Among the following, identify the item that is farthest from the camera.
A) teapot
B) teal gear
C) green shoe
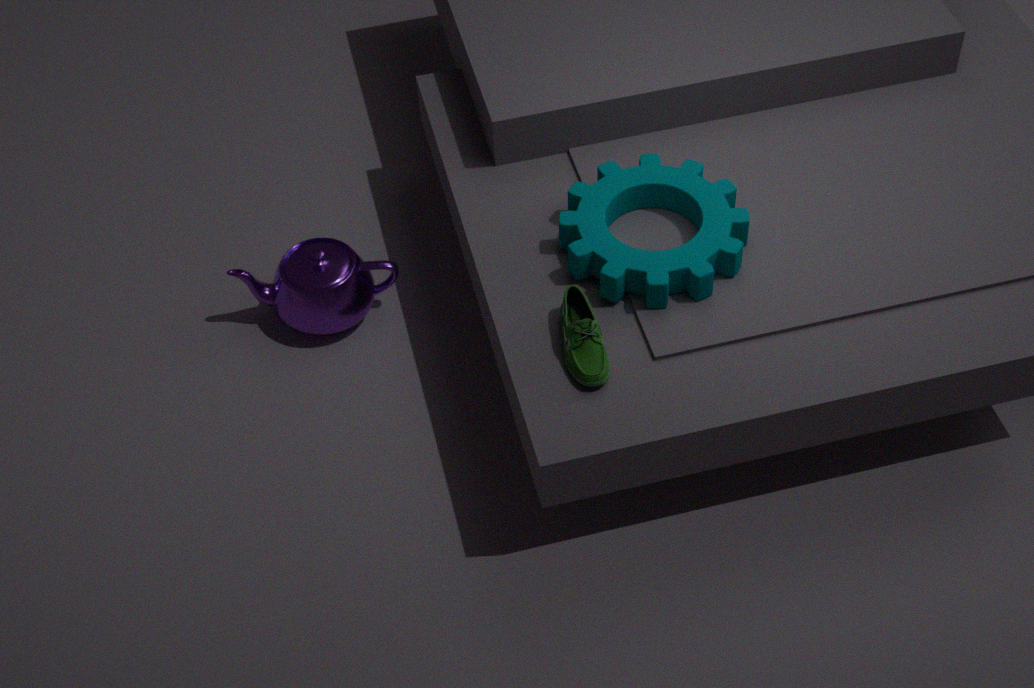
teapot
